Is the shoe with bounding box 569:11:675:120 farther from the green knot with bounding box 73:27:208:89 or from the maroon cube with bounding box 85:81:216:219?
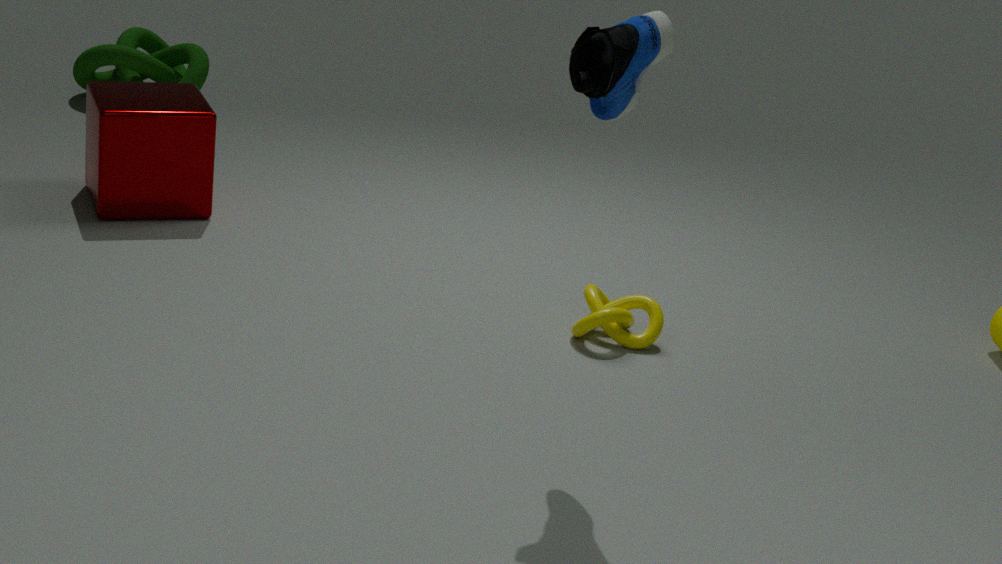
the green knot with bounding box 73:27:208:89
